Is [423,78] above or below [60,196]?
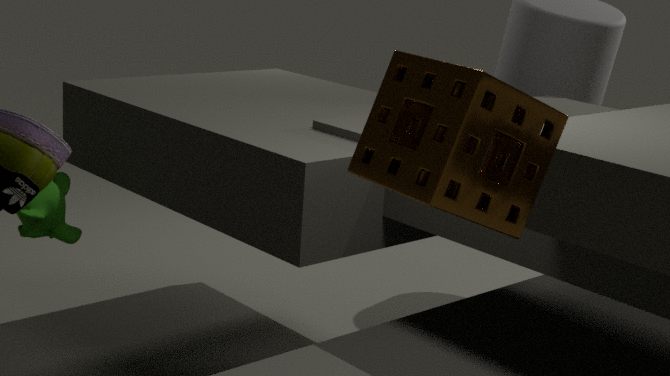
above
